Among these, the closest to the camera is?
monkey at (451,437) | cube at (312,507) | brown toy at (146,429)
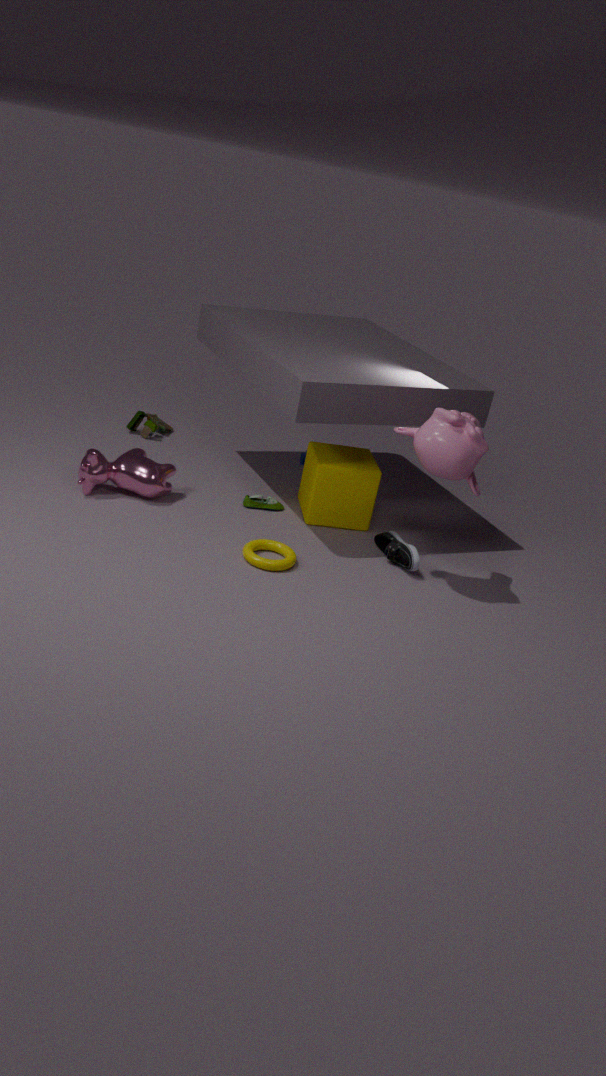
monkey at (451,437)
